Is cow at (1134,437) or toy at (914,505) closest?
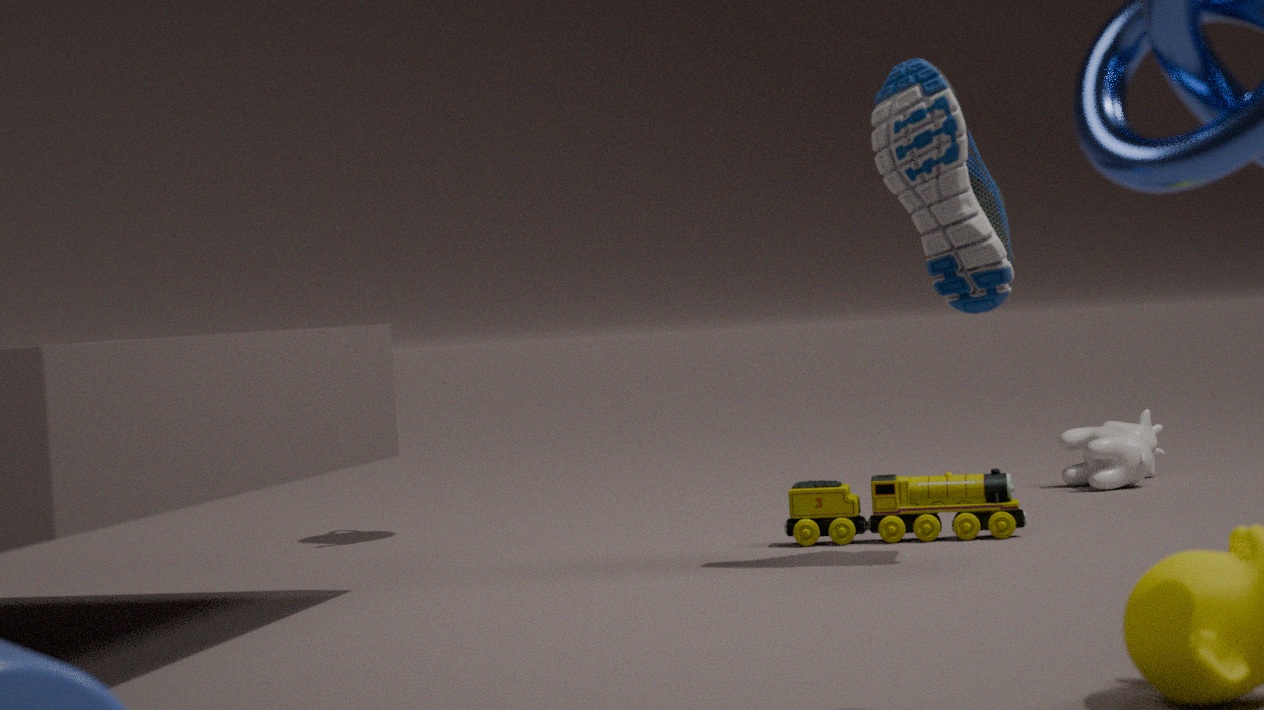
toy at (914,505)
